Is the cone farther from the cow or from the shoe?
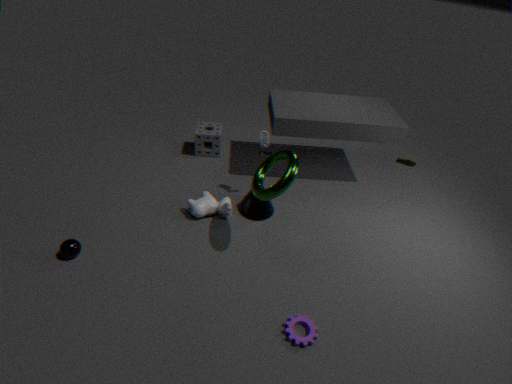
the shoe
